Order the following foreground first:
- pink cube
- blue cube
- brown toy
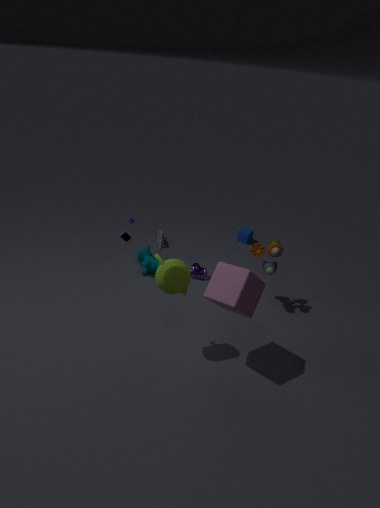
pink cube → brown toy → blue cube
